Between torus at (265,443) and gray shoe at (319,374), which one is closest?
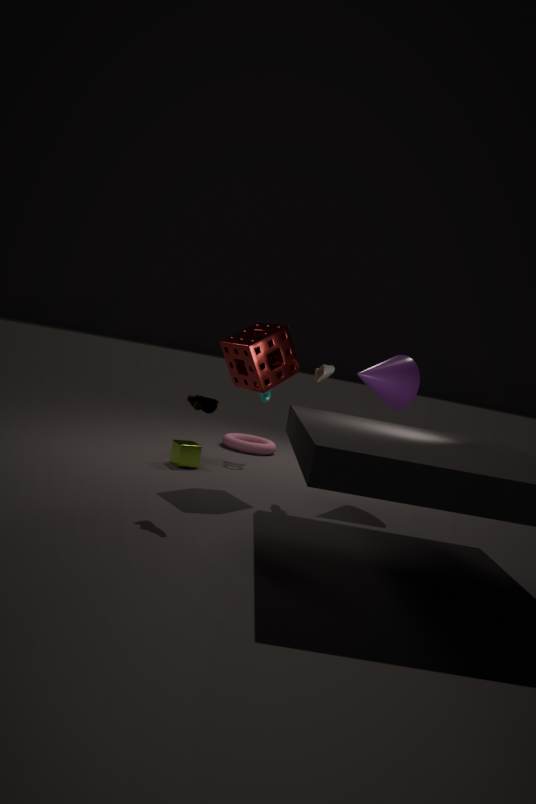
gray shoe at (319,374)
